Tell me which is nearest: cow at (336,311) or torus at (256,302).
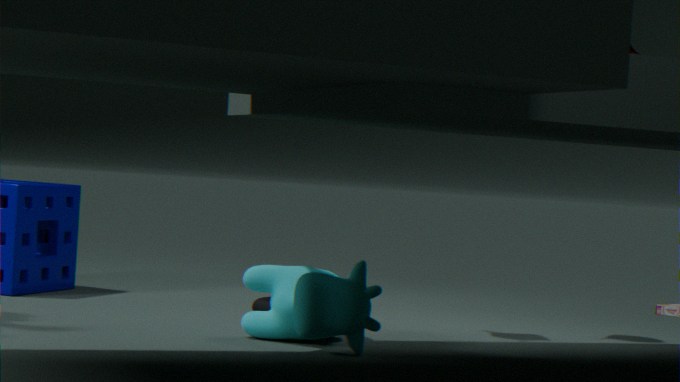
cow at (336,311)
